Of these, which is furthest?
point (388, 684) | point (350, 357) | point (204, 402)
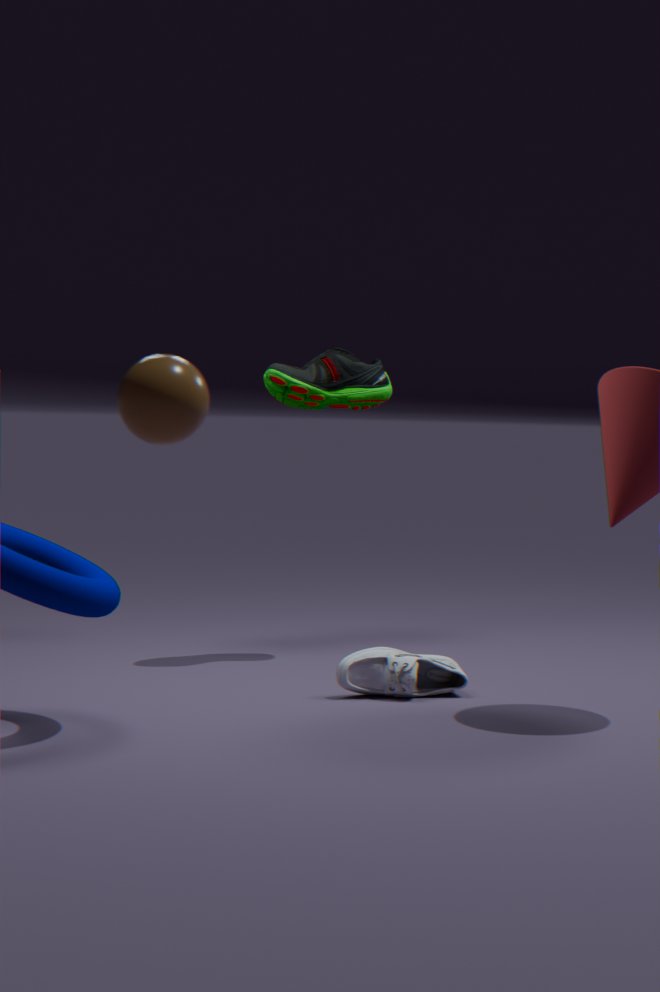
point (350, 357)
